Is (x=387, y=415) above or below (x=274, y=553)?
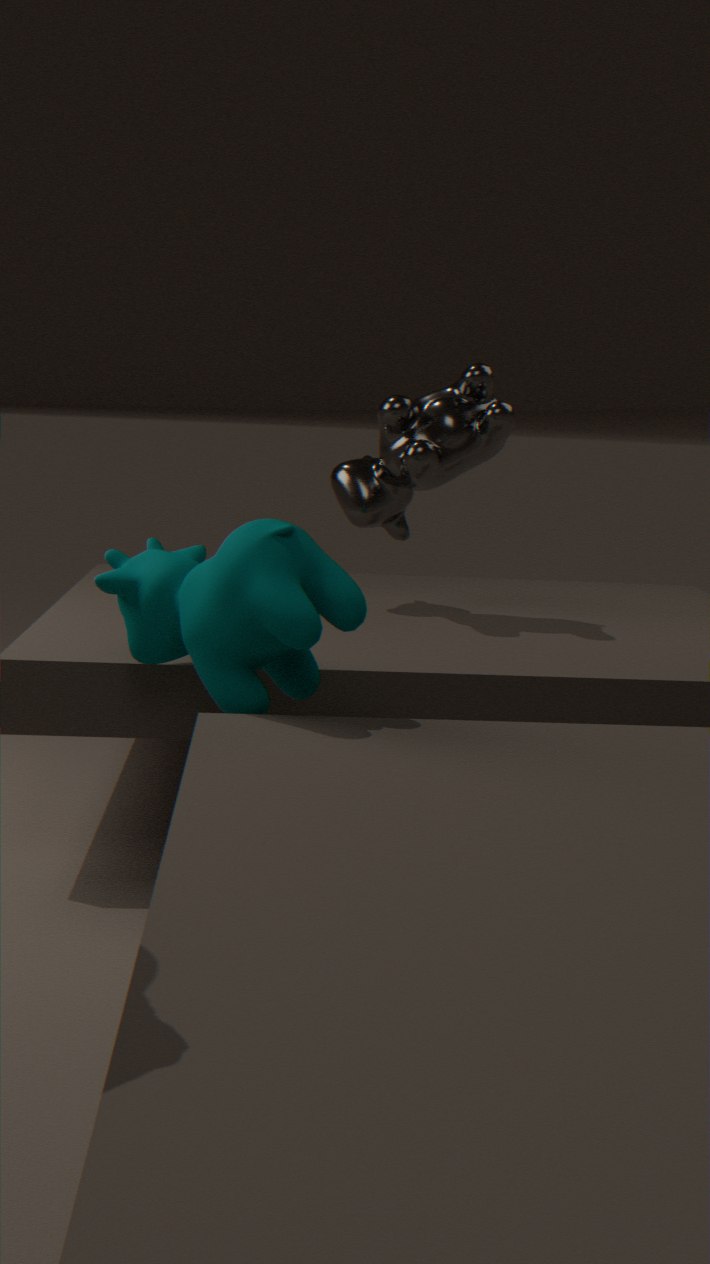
above
